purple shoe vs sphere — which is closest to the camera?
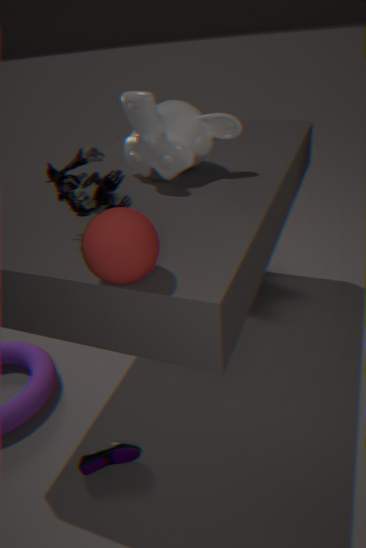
sphere
